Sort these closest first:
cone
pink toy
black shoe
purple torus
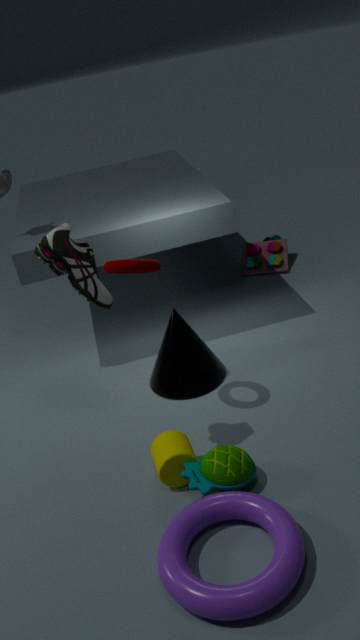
1. purple torus
2. black shoe
3. cone
4. pink toy
